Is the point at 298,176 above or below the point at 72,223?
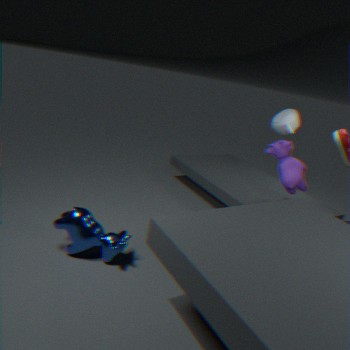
above
